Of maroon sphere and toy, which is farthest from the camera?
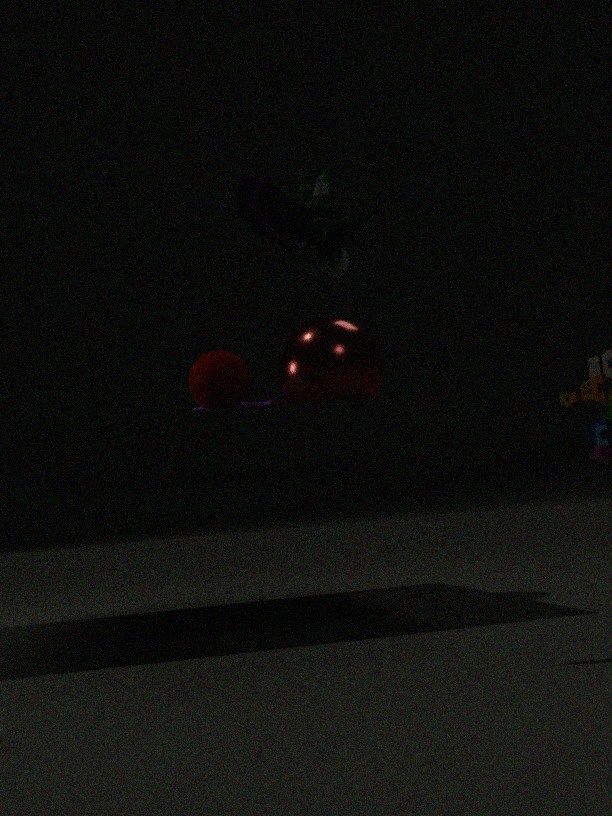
maroon sphere
